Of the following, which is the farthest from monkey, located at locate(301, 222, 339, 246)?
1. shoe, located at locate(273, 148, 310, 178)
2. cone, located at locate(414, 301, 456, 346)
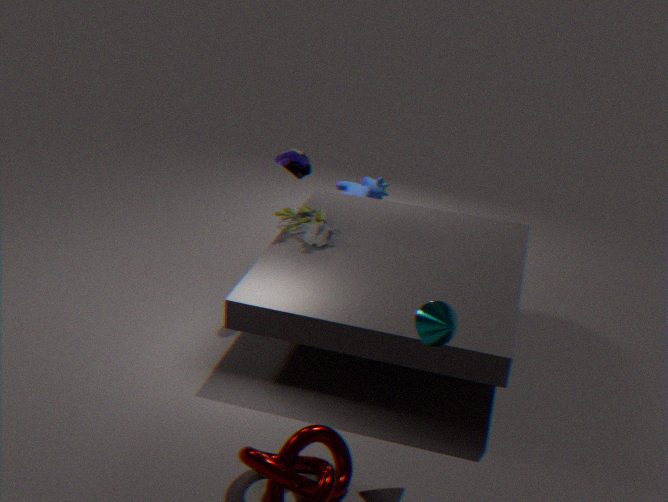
cone, located at locate(414, 301, 456, 346)
